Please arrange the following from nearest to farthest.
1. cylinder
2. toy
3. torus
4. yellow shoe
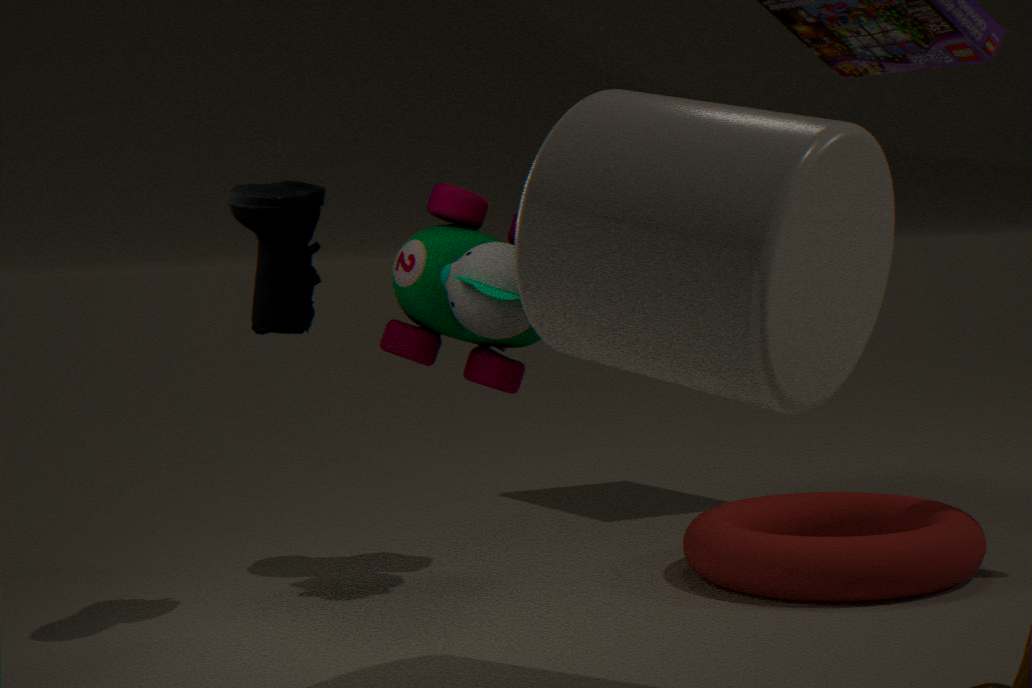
cylinder
yellow shoe
torus
toy
